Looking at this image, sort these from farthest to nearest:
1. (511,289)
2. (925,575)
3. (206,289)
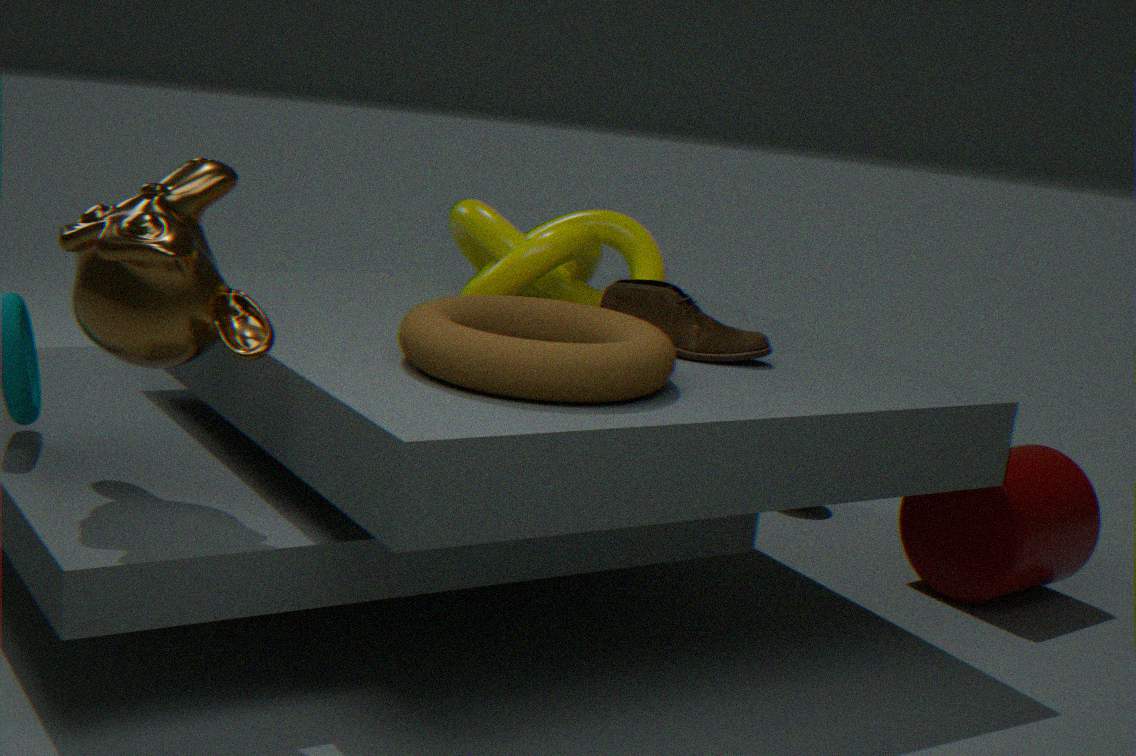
(925,575) < (511,289) < (206,289)
